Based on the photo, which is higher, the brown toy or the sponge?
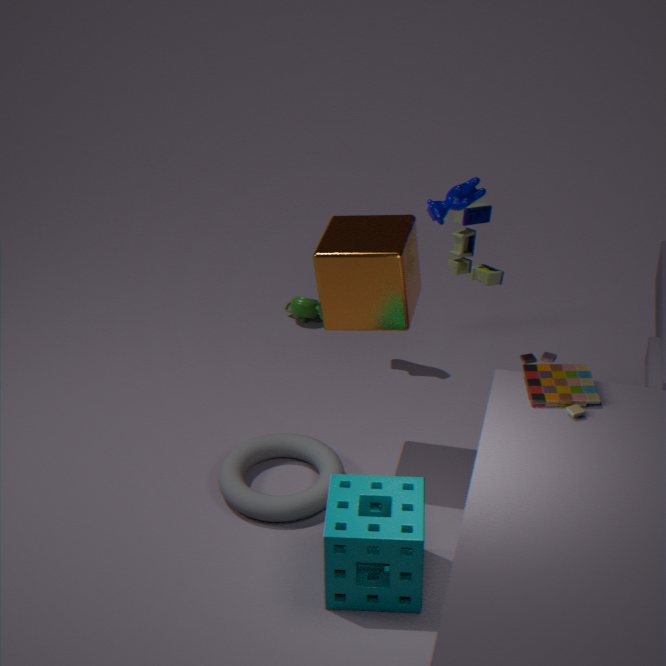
the brown toy
